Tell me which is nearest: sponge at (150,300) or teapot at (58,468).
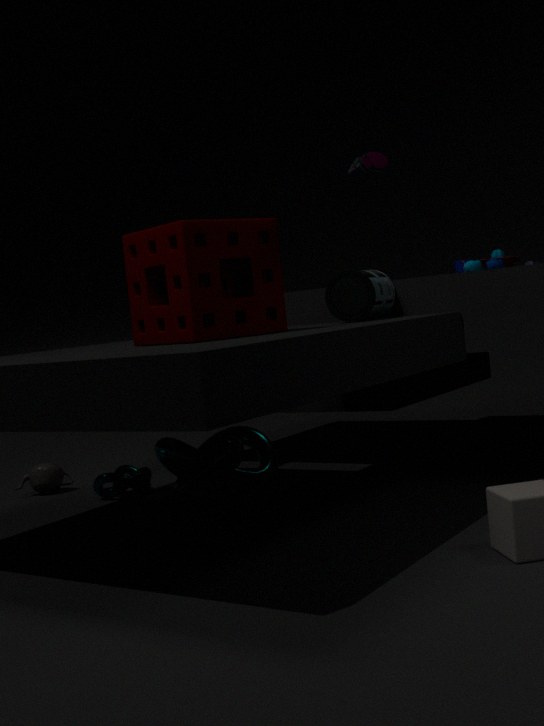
sponge at (150,300)
